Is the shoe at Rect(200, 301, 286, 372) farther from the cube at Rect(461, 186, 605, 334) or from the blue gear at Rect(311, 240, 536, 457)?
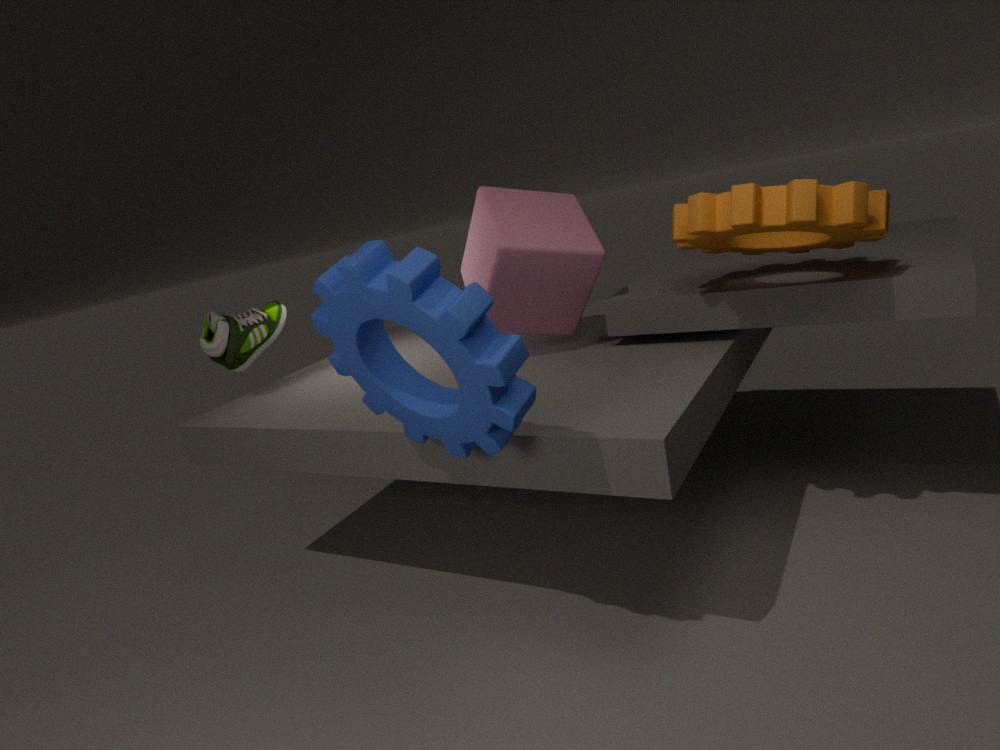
the blue gear at Rect(311, 240, 536, 457)
